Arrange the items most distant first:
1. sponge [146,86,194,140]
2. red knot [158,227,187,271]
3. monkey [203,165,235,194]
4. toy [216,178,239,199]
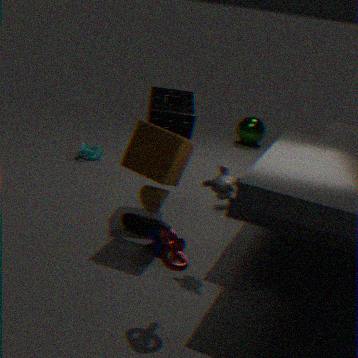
1. toy [216,178,239,199]
2. sponge [146,86,194,140]
3. monkey [203,165,235,194]
4. red knot [158,227,187,271]
